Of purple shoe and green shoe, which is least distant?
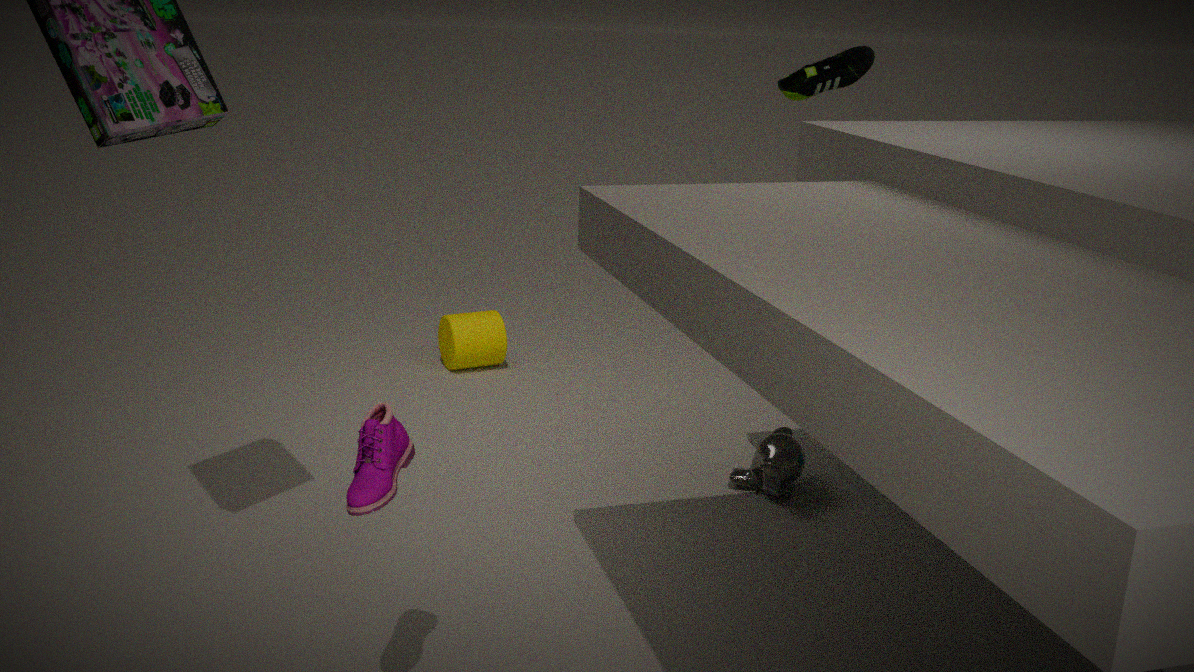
purple shoe
